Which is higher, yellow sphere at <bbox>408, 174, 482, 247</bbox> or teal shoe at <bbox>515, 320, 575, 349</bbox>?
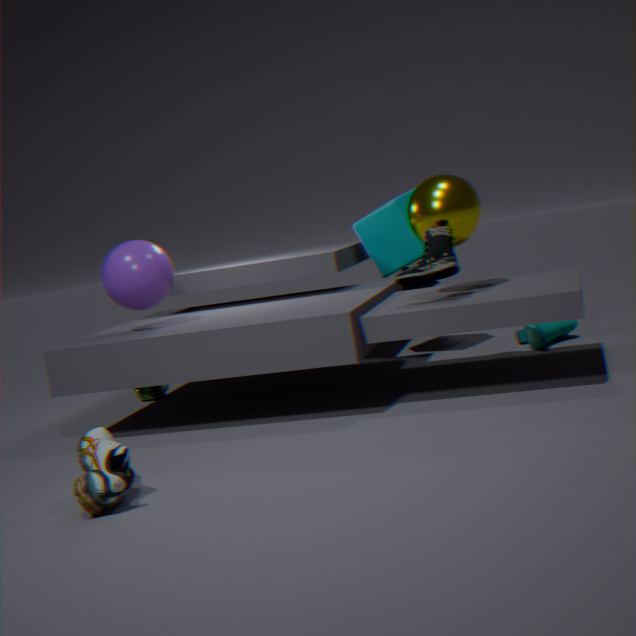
yellow sphere at <bbox>408, 174, 482, 247</bbox>
